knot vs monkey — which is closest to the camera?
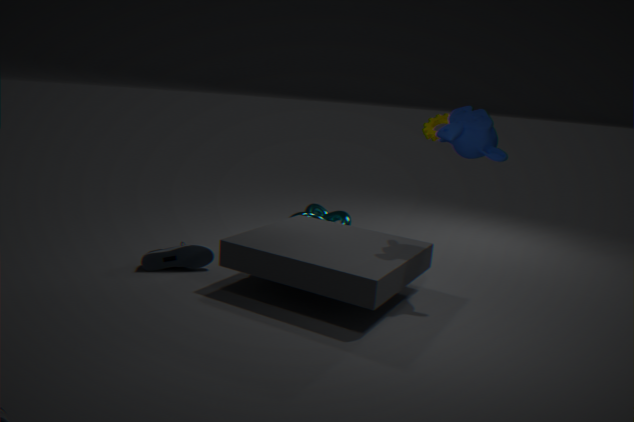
monkey
